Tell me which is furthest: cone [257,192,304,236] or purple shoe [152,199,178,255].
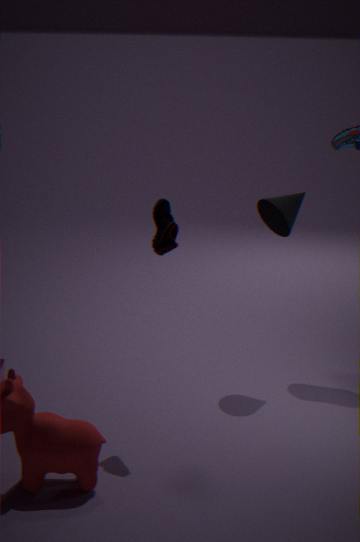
cone [257,192,304,236]
